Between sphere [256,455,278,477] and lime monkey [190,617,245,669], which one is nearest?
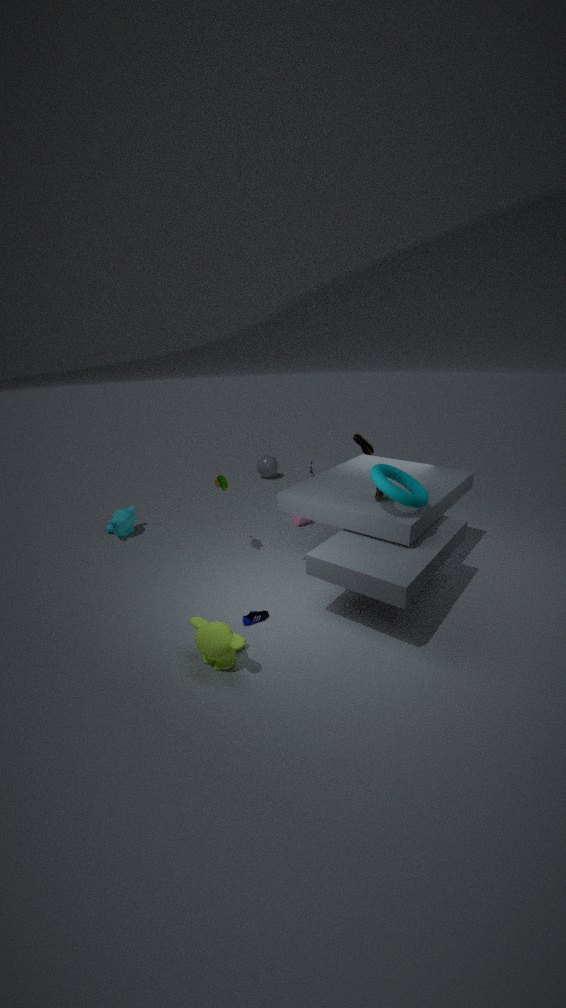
lime monkey [190,617,245,669]
